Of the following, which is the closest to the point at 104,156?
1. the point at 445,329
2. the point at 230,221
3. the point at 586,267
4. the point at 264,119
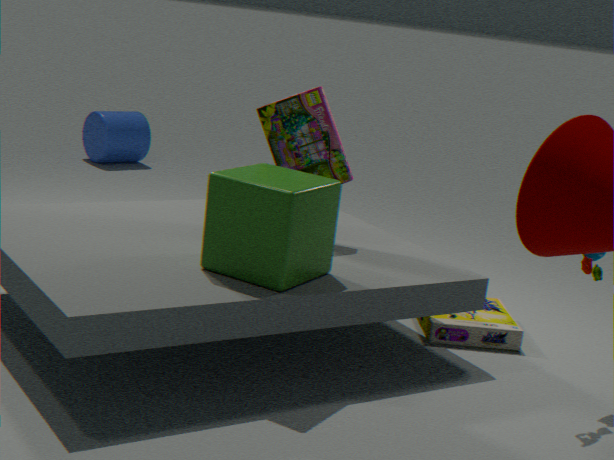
the point at 264,119
